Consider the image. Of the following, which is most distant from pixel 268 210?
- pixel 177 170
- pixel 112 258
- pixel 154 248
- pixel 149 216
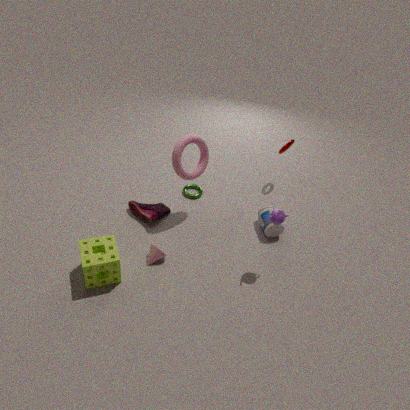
pixel 112 258
